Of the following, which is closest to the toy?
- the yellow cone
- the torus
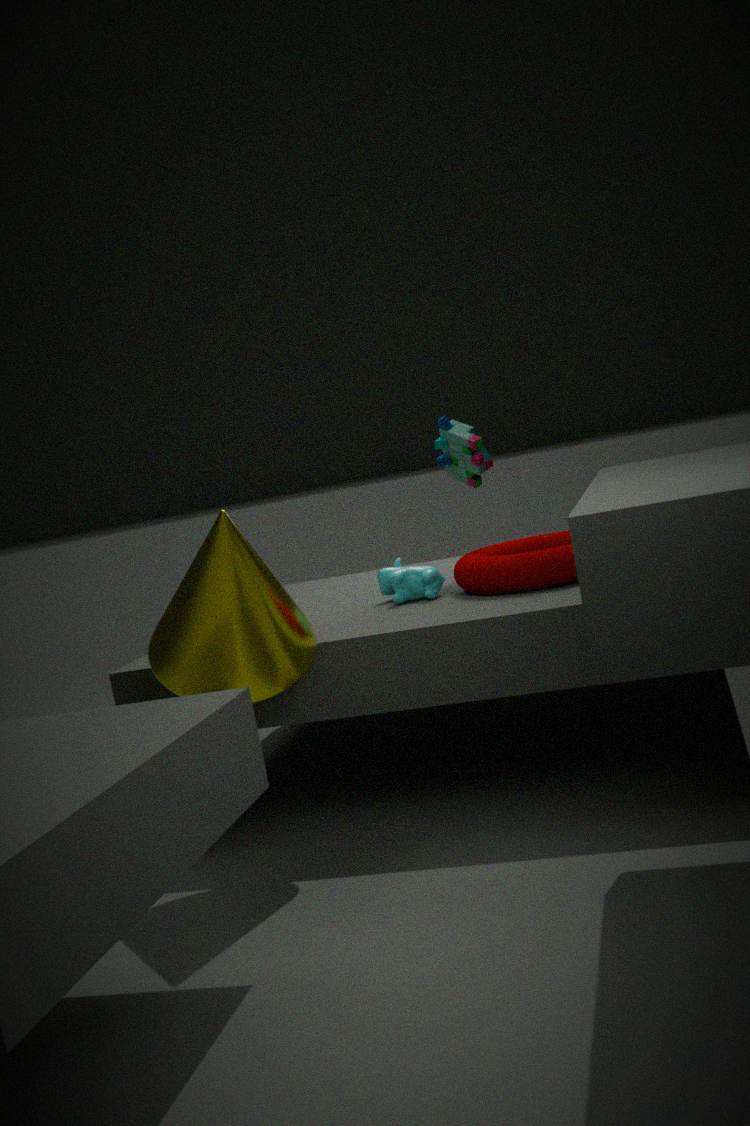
the torus
